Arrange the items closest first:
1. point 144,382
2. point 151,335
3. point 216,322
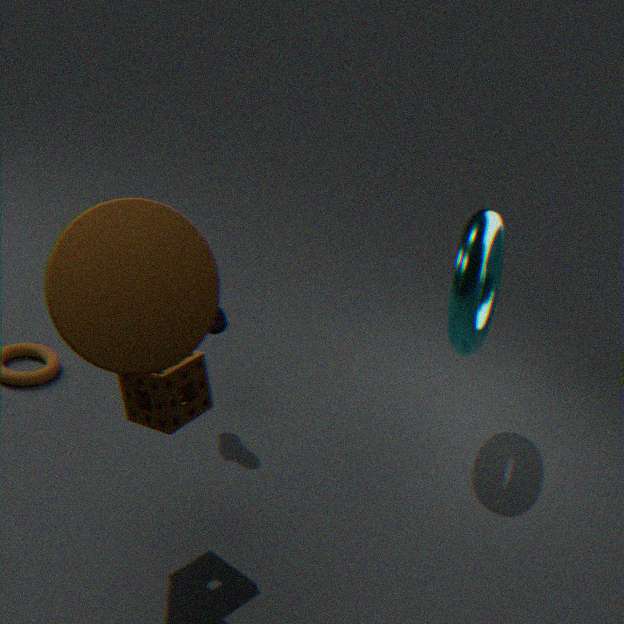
1. point 151,335
2. point 144,382
3. point 216,322
